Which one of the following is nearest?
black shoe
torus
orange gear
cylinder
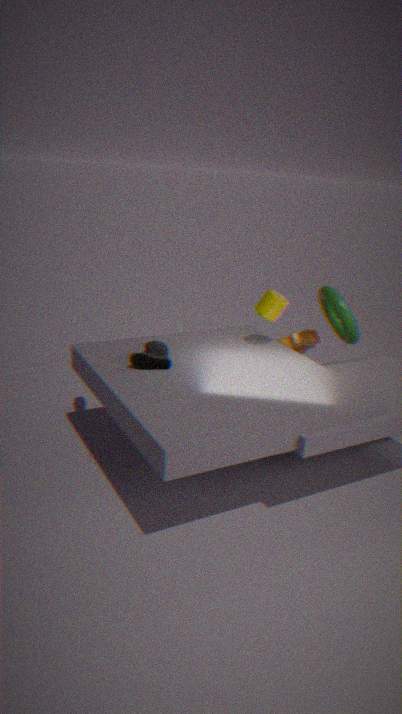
black shoe
